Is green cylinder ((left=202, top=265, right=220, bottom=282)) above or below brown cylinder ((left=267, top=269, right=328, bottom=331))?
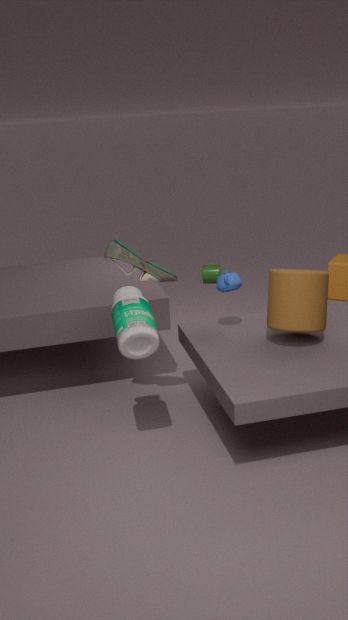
below
